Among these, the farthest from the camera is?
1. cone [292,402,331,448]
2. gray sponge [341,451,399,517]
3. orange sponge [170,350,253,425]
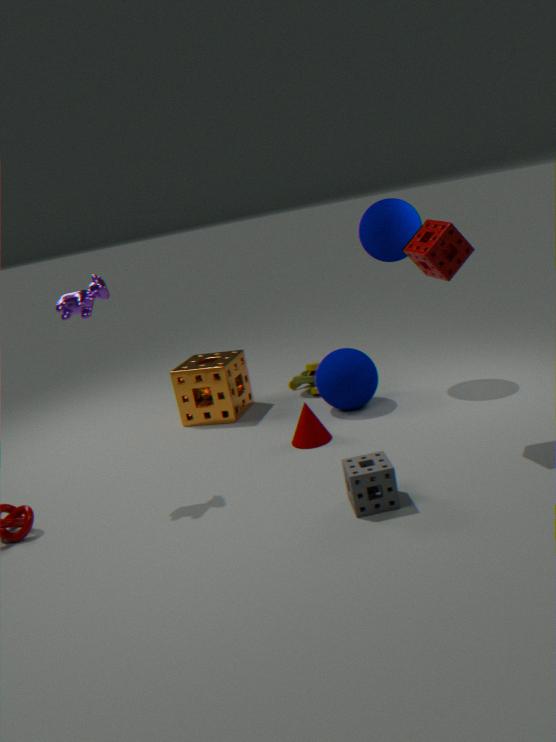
orange sponge [170,350,253,425]
